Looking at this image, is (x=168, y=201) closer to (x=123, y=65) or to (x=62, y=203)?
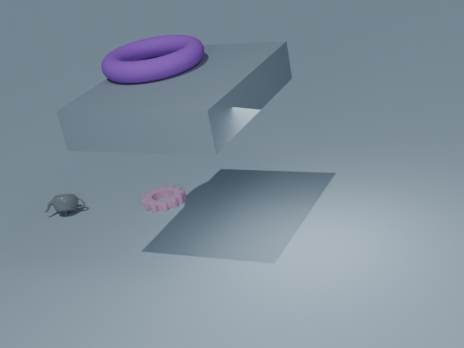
A: (x=62, y=203)
